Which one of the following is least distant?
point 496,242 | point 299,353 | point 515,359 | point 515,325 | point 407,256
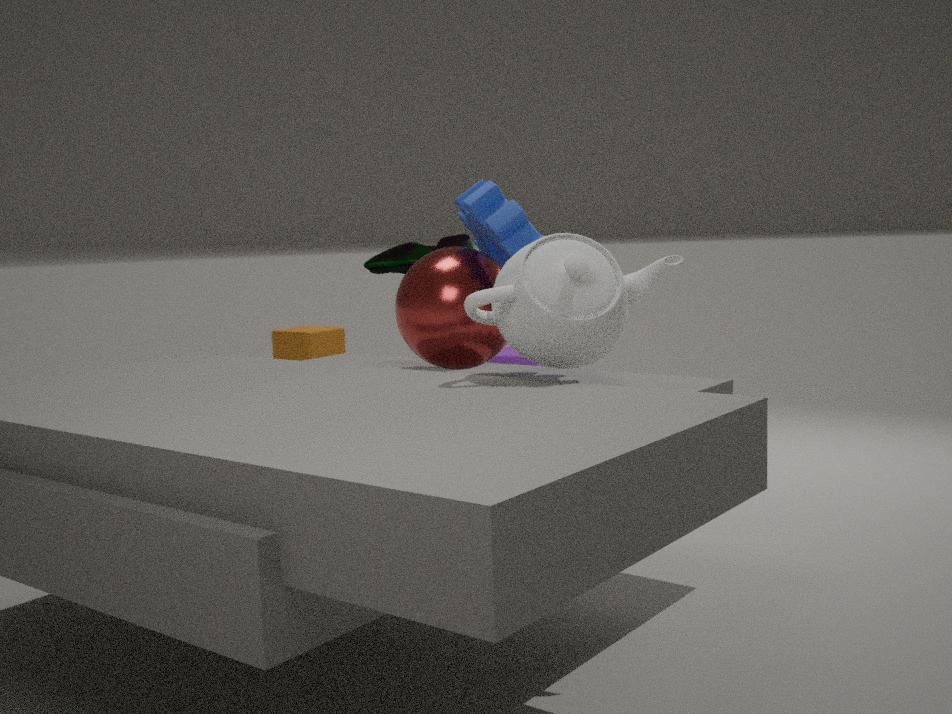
point 515,325
